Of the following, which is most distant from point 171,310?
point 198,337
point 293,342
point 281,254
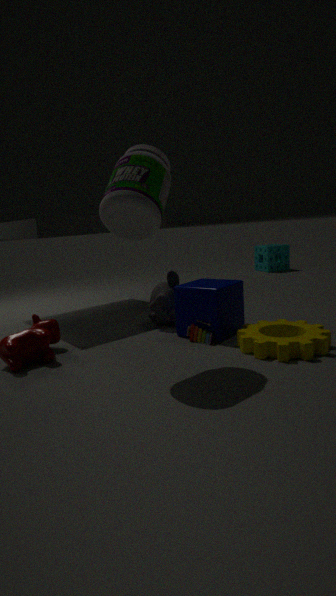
point 281,254
